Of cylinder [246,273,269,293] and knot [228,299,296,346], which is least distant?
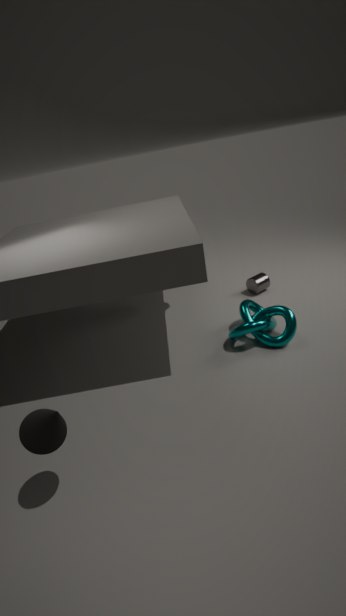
knot [228,299,296,346]
